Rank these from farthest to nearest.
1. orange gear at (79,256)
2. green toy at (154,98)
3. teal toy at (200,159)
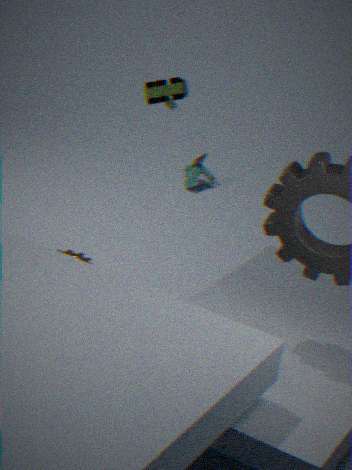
1. teal toy at (200,159)
2. orange gear at (79,256)
3. green toy at (154,98)
